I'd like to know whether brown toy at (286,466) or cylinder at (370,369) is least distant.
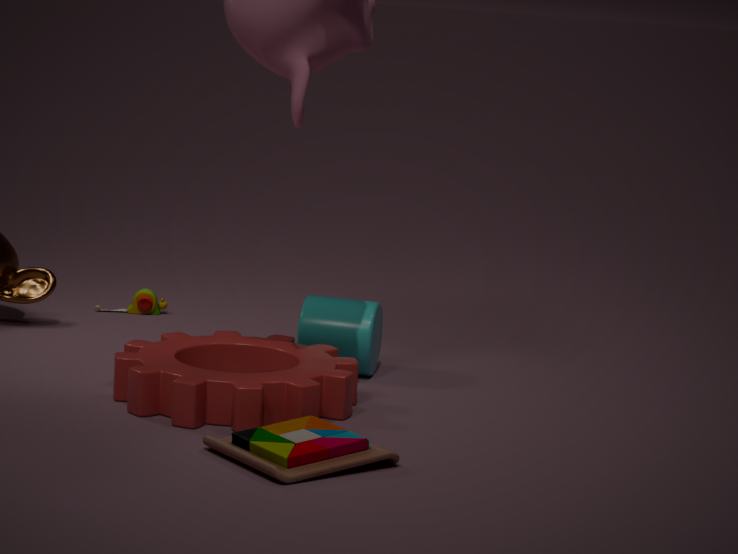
brown toy at (286,466)
